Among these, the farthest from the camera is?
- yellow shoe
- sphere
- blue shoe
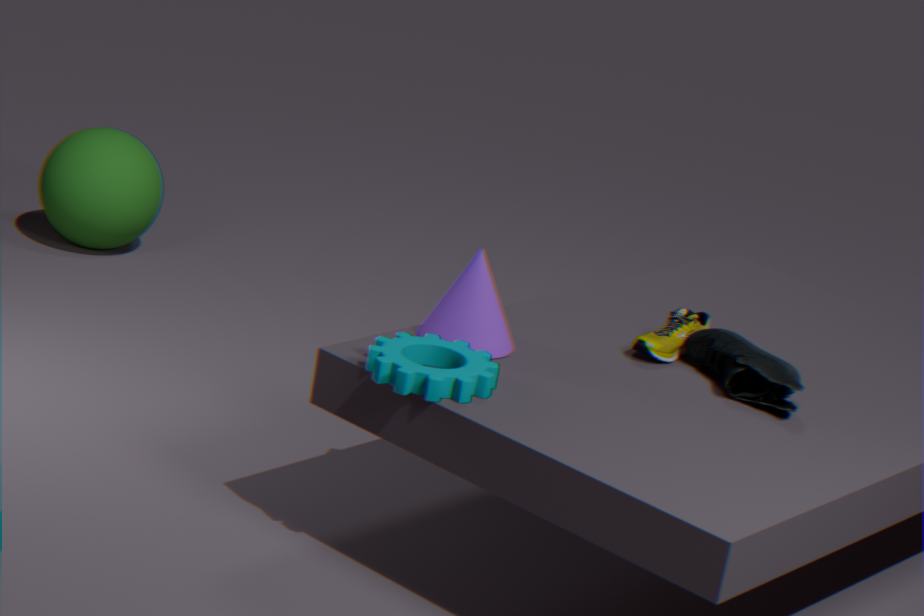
sphere
